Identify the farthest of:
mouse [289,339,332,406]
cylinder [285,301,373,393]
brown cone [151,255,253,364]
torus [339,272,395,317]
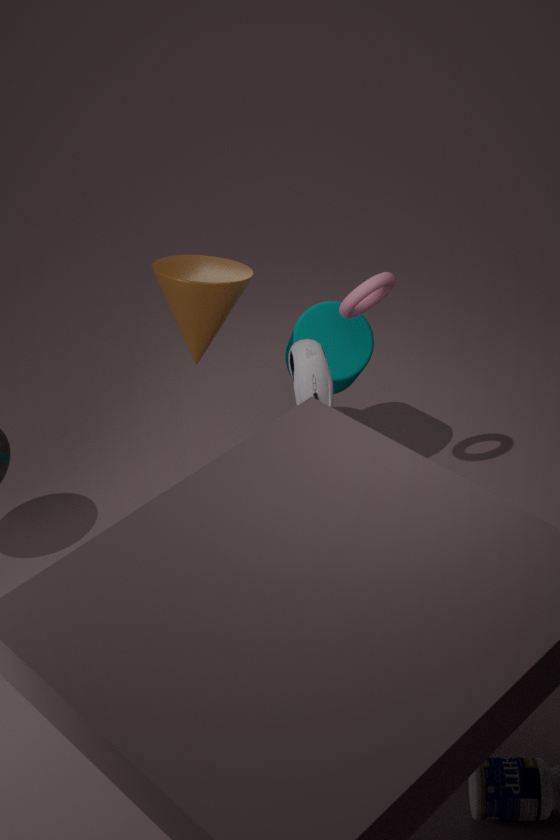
cylinder [285,301,373,393]
